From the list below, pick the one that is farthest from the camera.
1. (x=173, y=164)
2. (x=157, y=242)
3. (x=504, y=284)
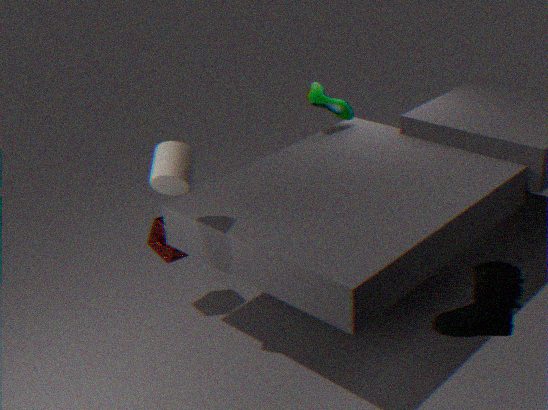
(x=157, y=242)
